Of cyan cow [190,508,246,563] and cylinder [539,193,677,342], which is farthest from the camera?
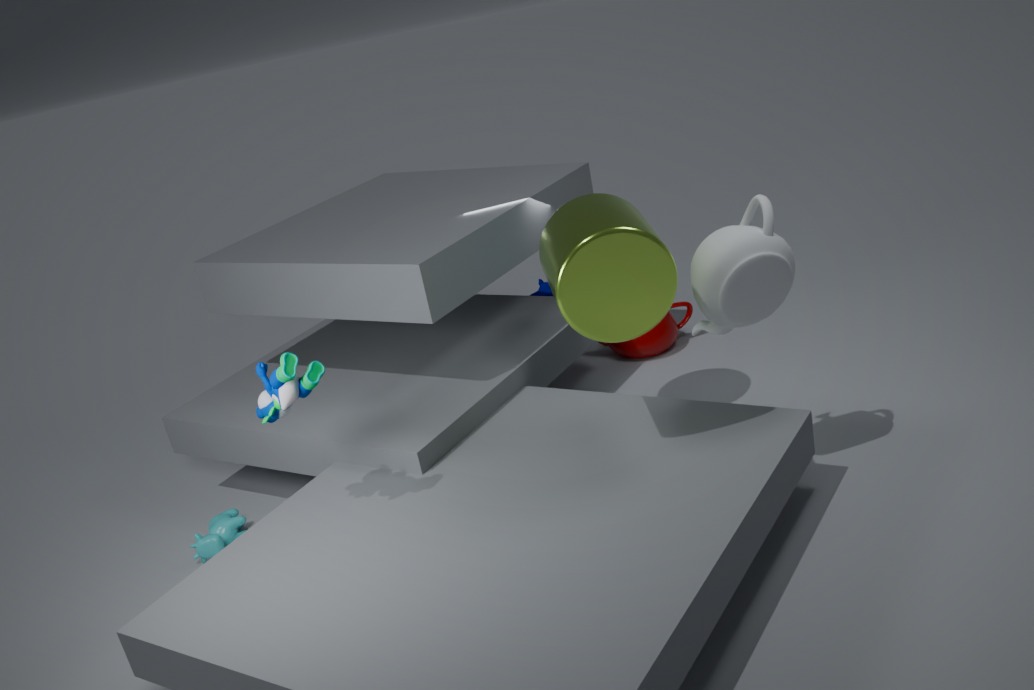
cyan cow [190,508,246,563]
